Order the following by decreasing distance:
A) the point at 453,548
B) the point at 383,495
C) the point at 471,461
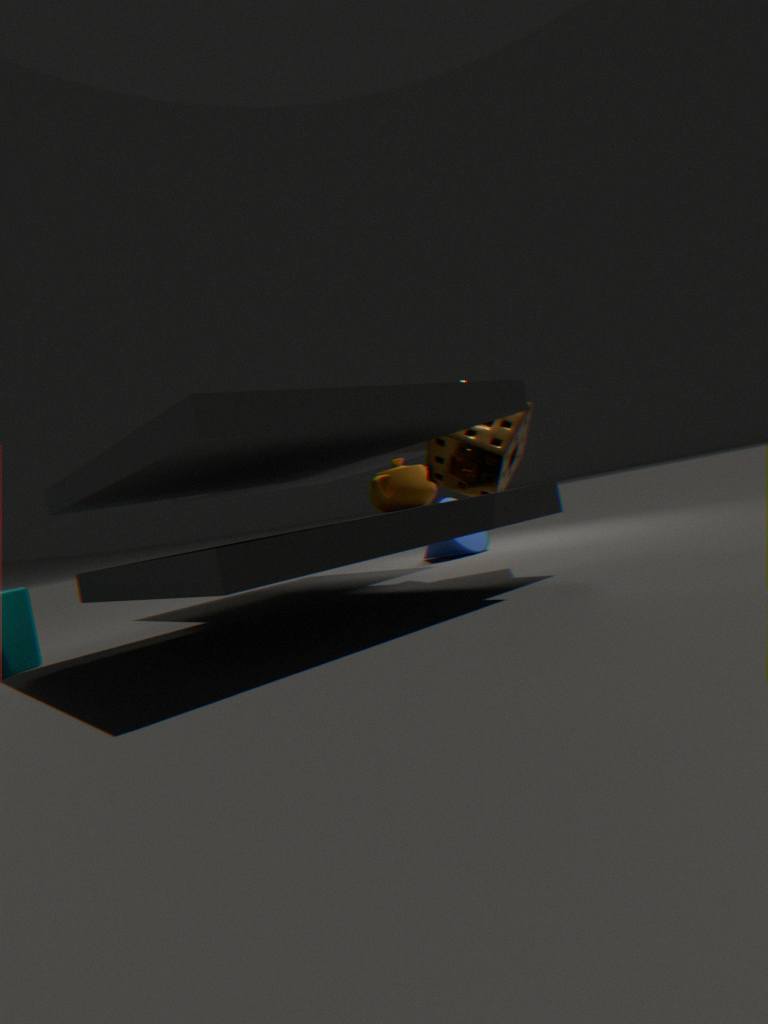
the point at 453,548, the point at 383,495, the point at 471,461
